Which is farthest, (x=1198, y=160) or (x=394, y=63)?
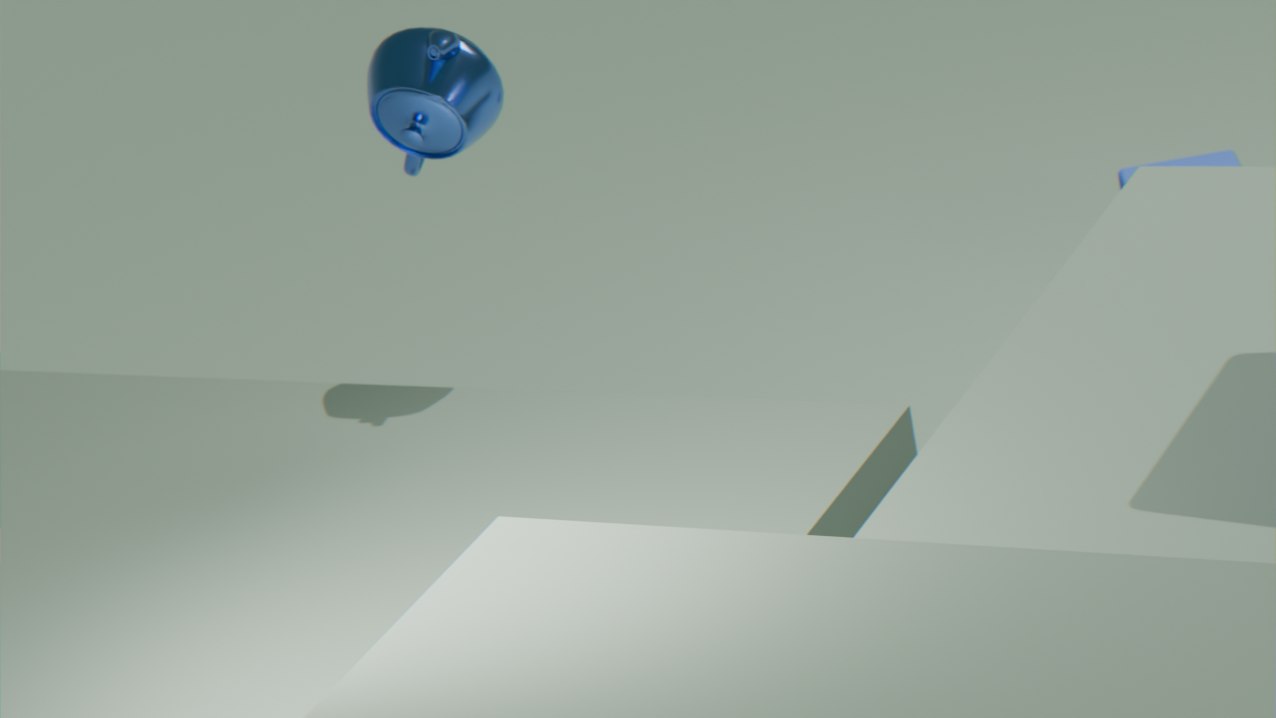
(x=1198, y=160)
